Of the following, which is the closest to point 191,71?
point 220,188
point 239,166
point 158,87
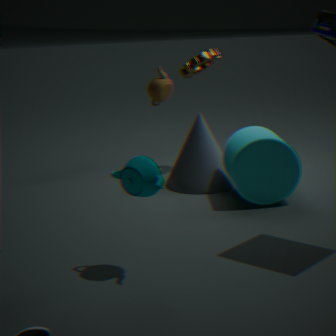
point 158,87
